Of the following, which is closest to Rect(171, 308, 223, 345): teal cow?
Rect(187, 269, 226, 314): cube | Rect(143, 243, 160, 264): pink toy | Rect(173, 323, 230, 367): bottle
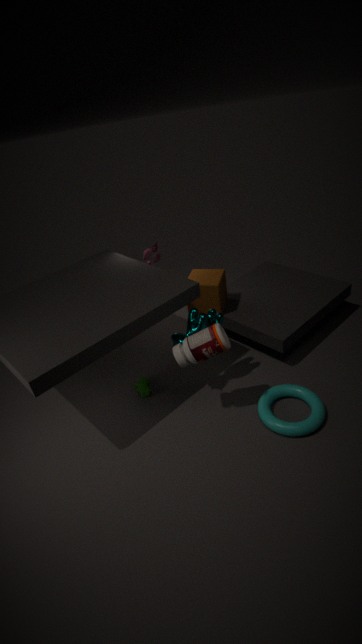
Rect(173, 323, 230, 367): bottle
